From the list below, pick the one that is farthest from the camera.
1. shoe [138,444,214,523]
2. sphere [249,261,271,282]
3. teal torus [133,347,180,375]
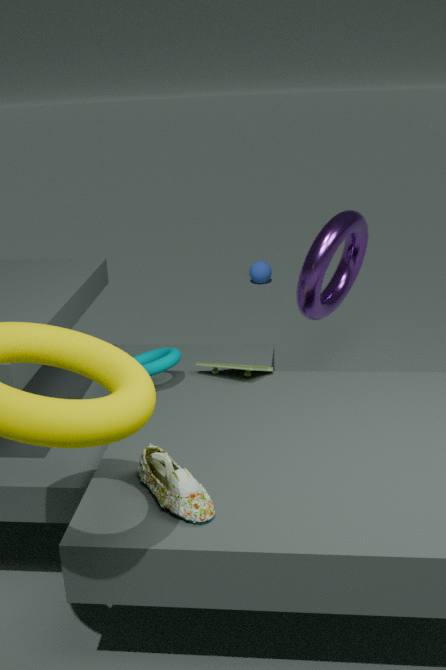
sphere [249,261,271,282]
